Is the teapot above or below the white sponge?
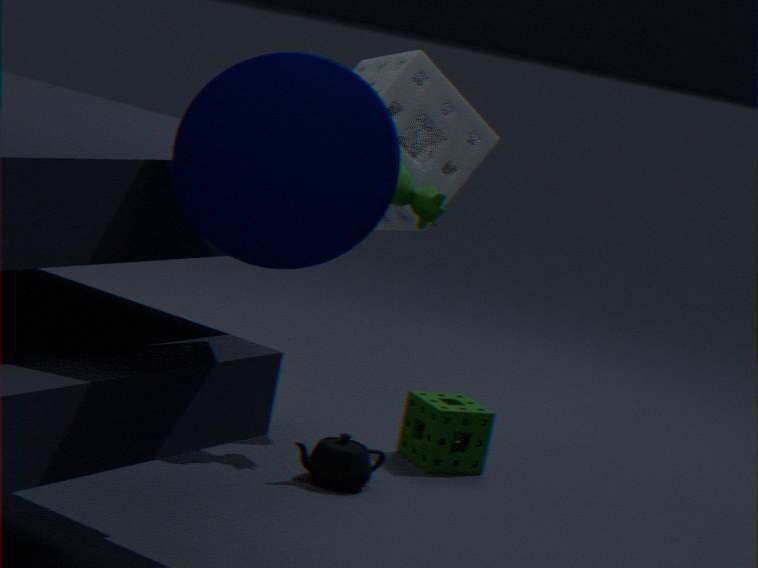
below
